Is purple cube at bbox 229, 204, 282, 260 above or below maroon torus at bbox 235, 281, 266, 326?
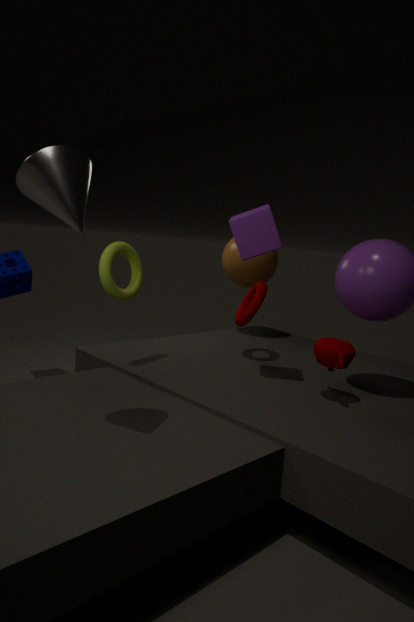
above
